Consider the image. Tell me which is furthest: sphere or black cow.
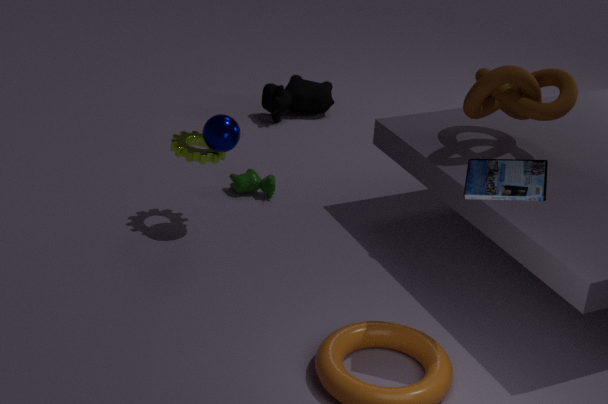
black cow
